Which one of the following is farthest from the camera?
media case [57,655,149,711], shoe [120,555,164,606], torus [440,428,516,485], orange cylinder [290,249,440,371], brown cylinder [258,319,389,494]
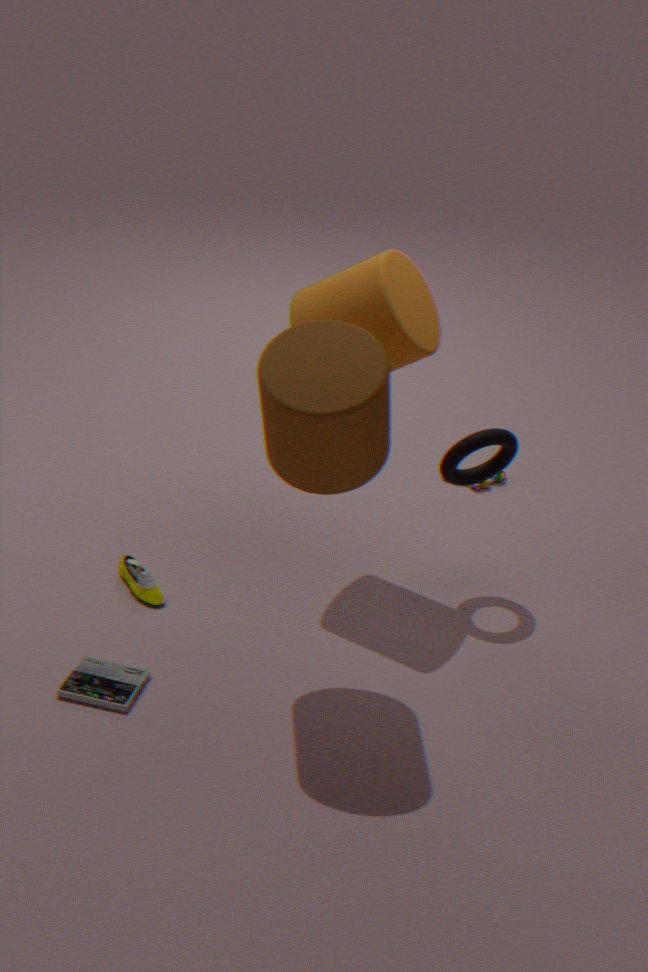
shoe [120,555,164,606]
